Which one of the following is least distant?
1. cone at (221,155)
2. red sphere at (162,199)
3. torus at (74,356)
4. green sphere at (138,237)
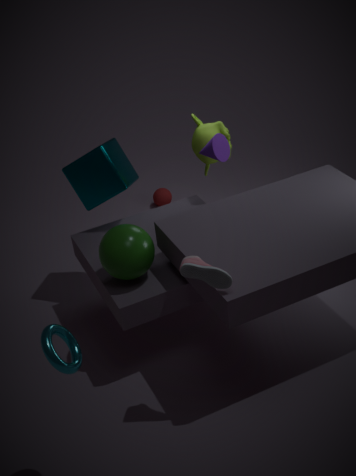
torus at (74,356)
